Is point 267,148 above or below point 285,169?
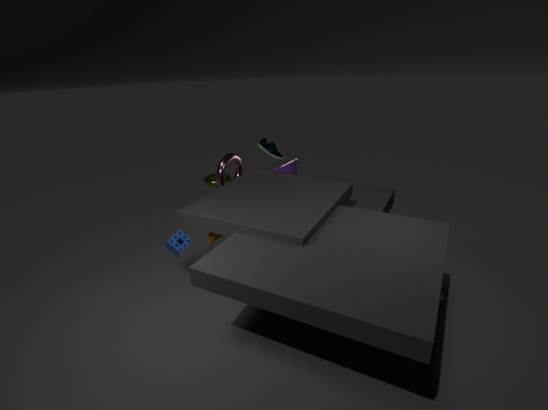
above
